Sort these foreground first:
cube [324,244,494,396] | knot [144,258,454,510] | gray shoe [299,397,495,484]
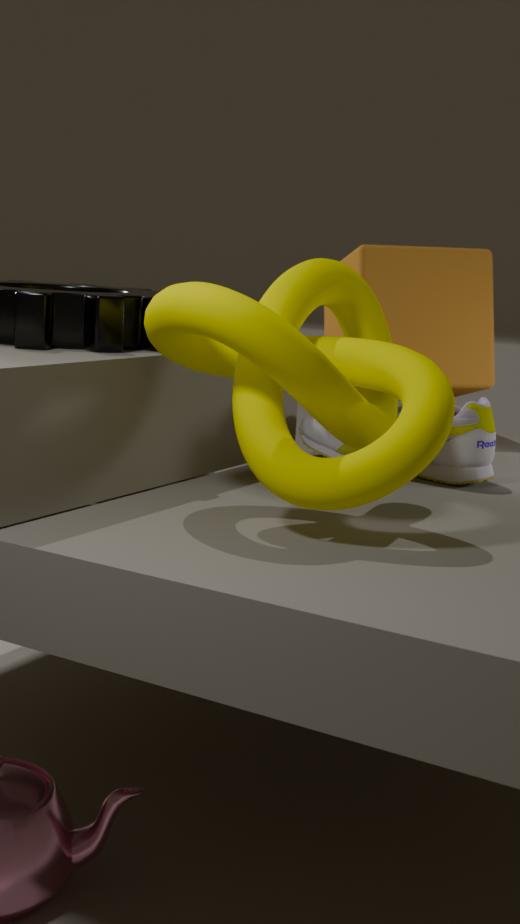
1. knot [144,258,454,510]
2. gray shoe [299,397,495,484]
3. cube [324,244,494,396]
